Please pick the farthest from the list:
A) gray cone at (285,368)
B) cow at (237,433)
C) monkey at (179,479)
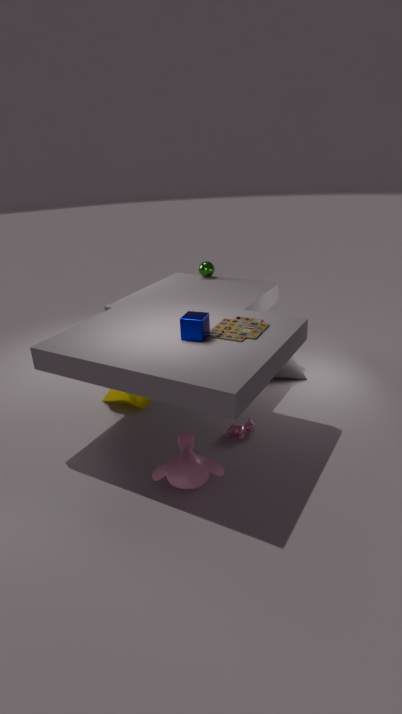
gray cone at (285,368)
